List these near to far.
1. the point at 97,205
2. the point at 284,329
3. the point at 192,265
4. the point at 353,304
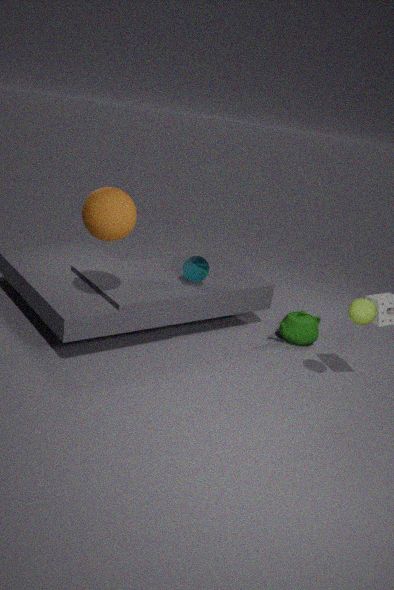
1. the point at 97,205
2. the point at 353,304
3. the point at 192,265
4. the point at 284,329
